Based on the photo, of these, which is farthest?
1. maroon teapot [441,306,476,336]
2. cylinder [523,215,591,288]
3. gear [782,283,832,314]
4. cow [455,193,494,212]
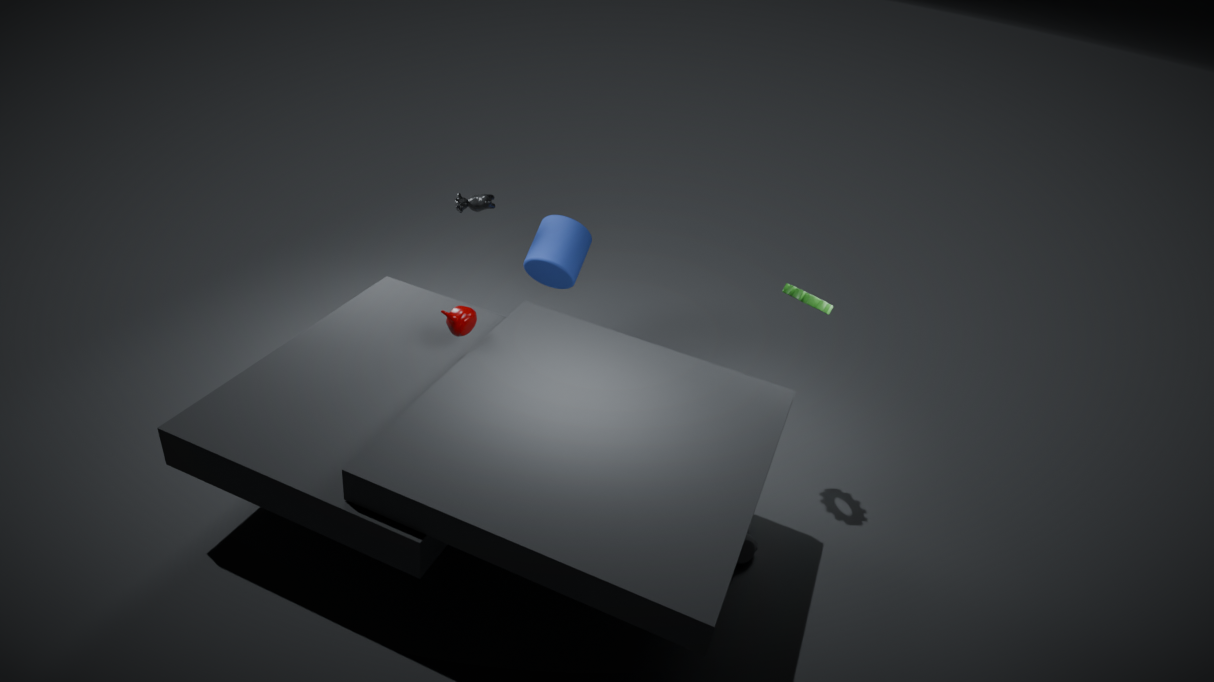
cylinder [523,215,591,288]
